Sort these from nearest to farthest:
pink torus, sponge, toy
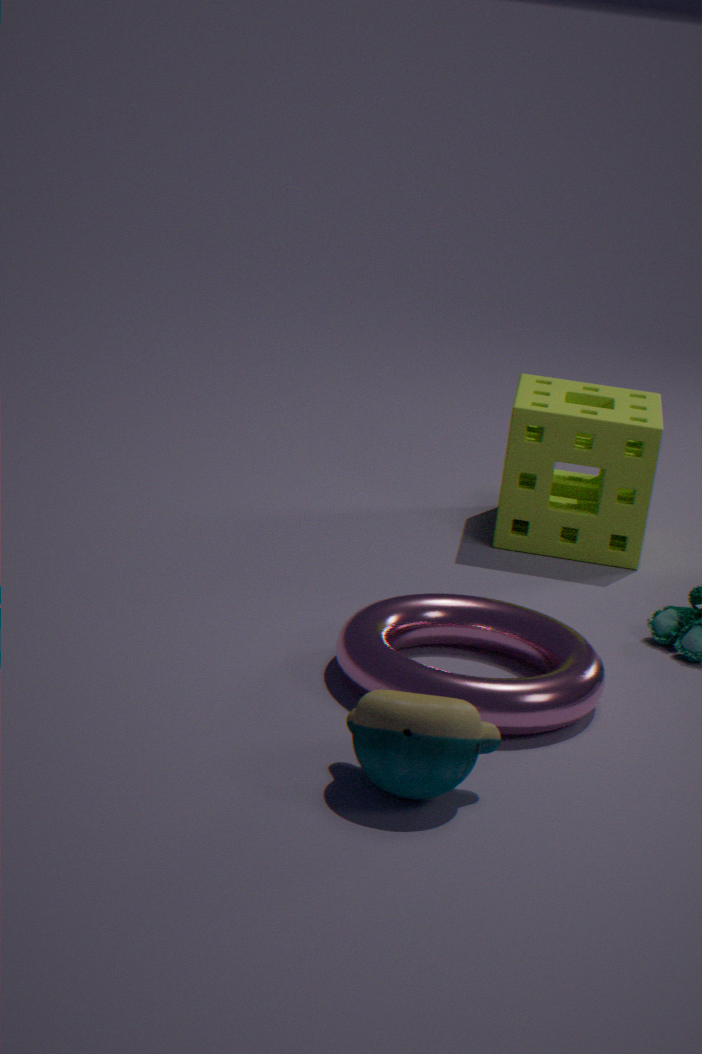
toy → pink torus → sponge
